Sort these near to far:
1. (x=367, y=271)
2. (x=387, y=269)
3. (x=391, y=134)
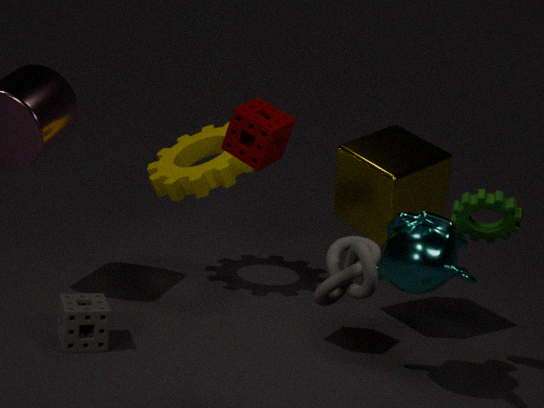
1. (x=367, y=271)
2. (x=387, y=269)
3. (x=391, y=134)
